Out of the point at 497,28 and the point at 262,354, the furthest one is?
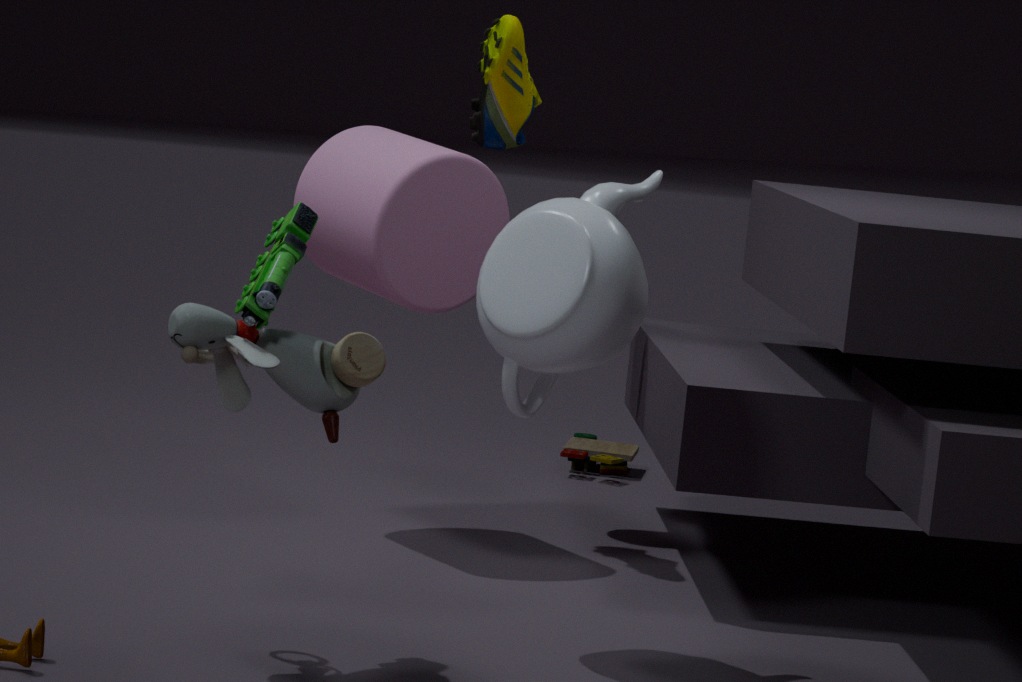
the point at 497,28
